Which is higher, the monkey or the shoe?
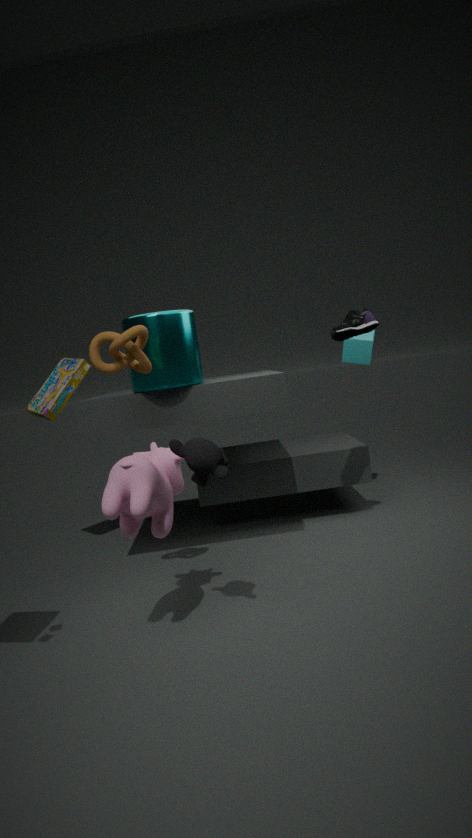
the shoe
